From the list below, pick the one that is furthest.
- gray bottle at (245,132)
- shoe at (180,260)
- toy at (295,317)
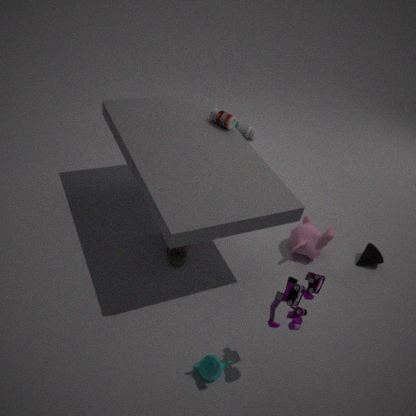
gray bottle at (245,132)
